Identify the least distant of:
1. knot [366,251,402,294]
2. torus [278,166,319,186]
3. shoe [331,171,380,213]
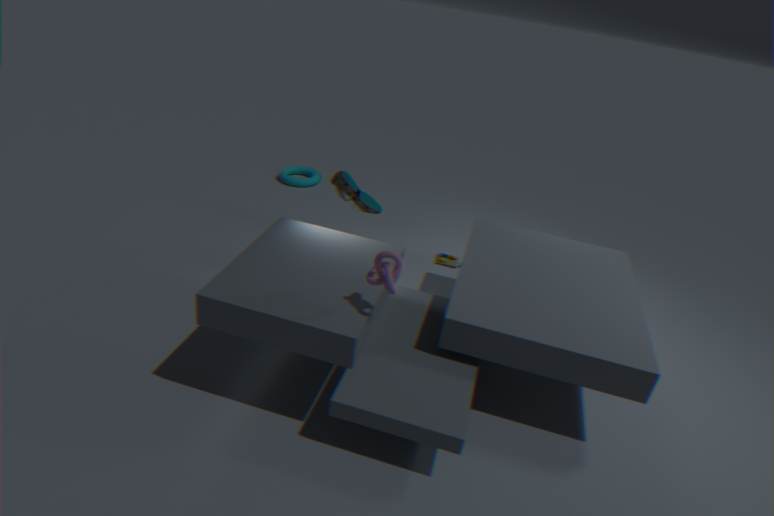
knot [366,251,402,294]
